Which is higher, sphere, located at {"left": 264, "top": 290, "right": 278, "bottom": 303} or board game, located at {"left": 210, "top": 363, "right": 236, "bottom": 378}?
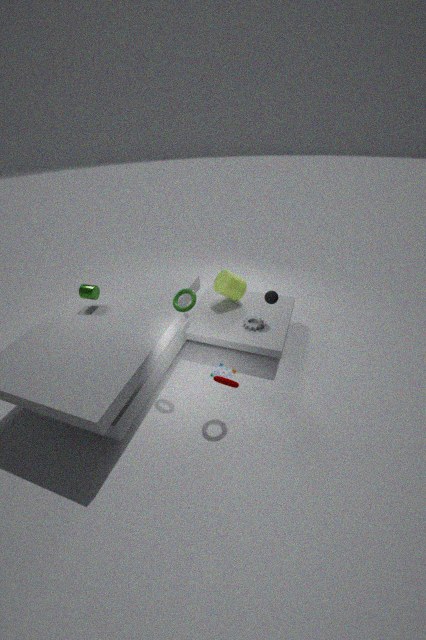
sphere, located at {"left": 264, "top": 290, "right": 278, "bottom": 303}
